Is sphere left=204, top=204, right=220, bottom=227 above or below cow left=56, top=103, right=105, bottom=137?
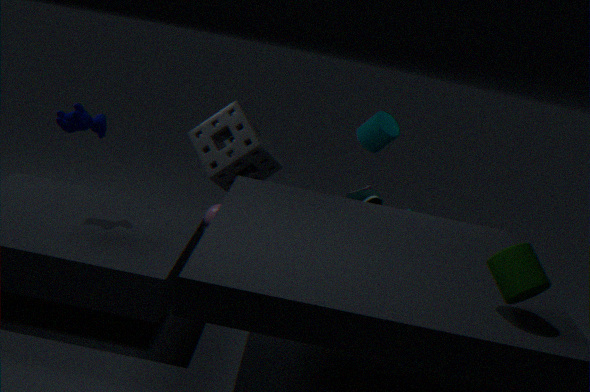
below
